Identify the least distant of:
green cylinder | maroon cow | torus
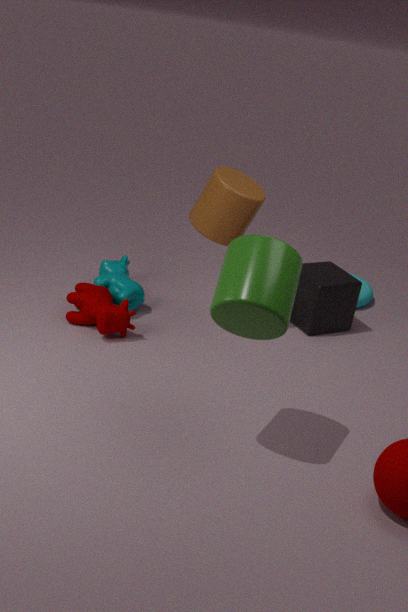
green cylinder
